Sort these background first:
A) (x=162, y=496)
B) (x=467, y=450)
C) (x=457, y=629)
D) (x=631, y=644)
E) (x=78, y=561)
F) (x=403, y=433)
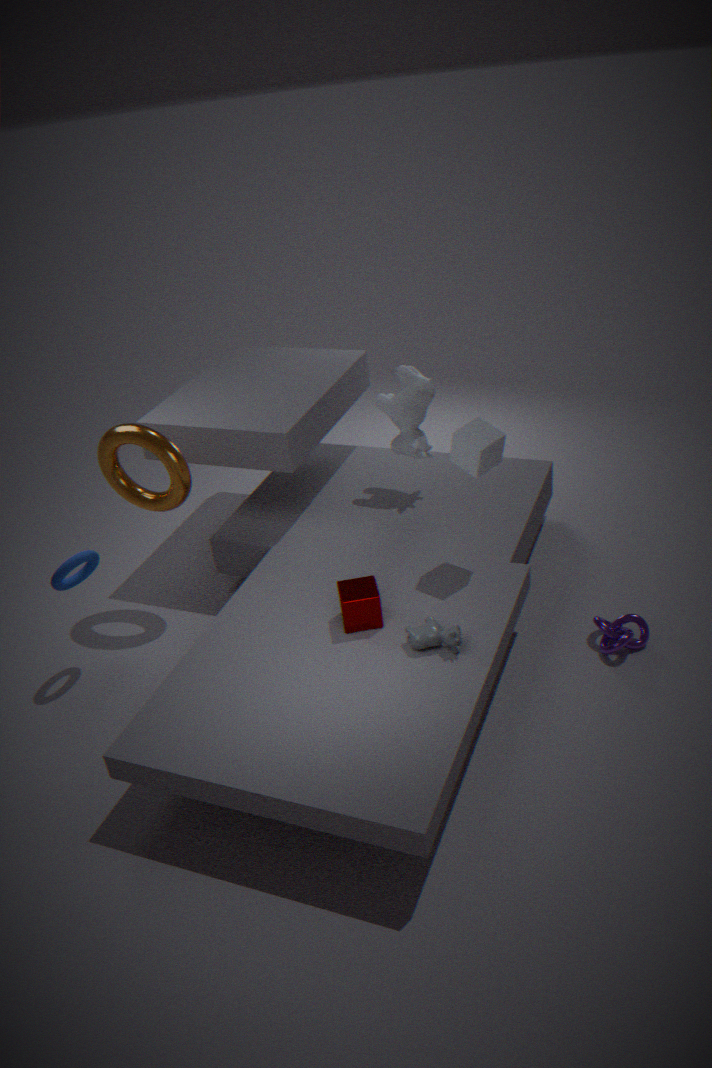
1. (x=403, y=433)
2. (x=162, y=496)
3. (x=78, y=561)
4. (x=631, y=644)
5. (x=467, y=450)
6. (x=457, y=629)
